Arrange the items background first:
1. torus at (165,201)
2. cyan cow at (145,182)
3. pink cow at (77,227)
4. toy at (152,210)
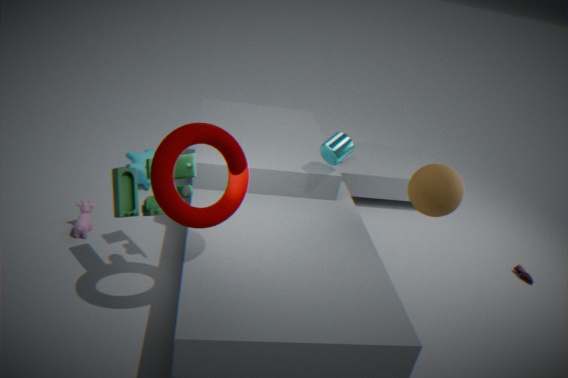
cyan cow at (145,182), pink cow at (77,227), toy at (152,210), torus at (165,201)
